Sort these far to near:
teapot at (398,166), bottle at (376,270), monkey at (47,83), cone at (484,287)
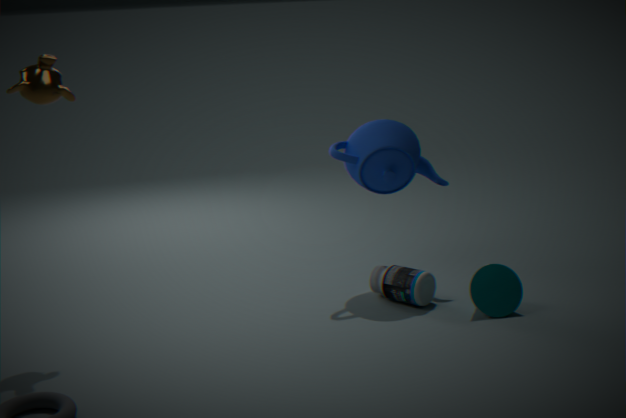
teapot at (398,166)
bottle at (376,270)
cone at (484,287)
monkey at (47,83)
